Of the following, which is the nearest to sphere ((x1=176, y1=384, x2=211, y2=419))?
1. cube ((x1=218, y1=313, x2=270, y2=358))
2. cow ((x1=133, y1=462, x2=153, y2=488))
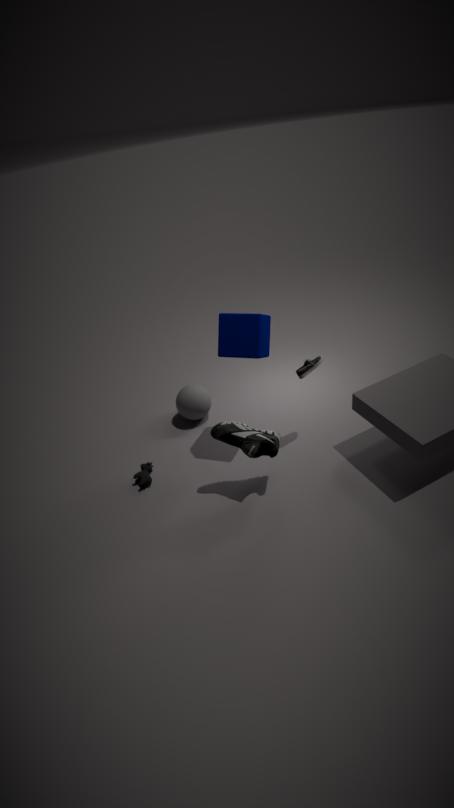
cube ((x1=218, y1=313, x2=270, y2=358))
